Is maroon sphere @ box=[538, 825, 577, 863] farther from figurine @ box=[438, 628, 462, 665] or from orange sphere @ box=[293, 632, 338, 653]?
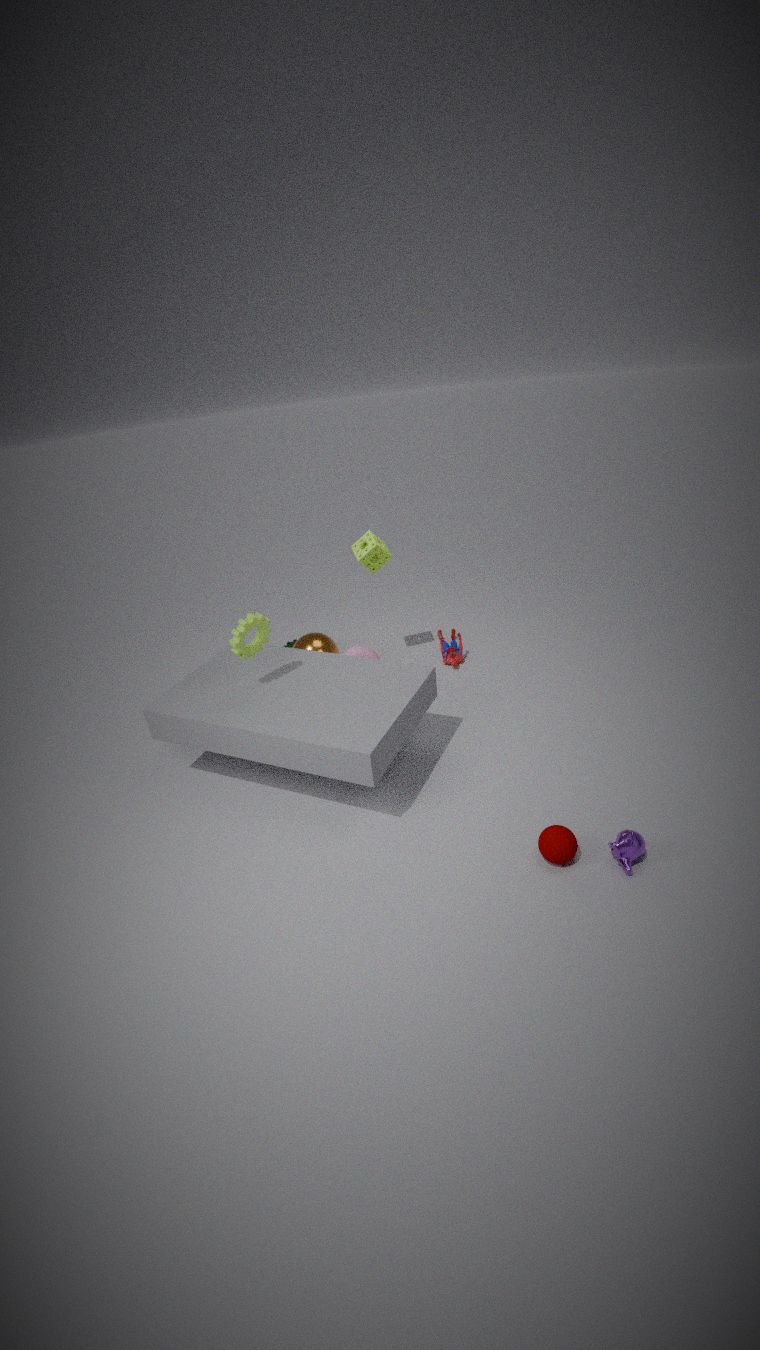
orange sphere @ box=[293, 632, 338, 653]
